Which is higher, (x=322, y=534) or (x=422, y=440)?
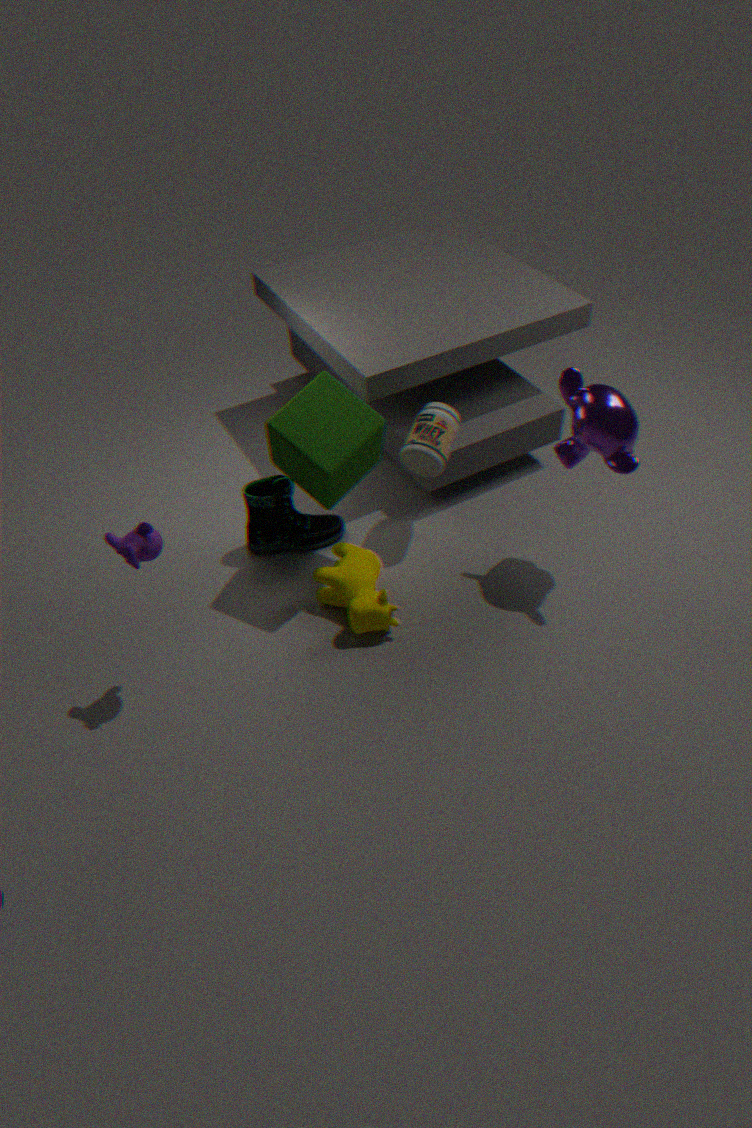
(x=422, y=440)
